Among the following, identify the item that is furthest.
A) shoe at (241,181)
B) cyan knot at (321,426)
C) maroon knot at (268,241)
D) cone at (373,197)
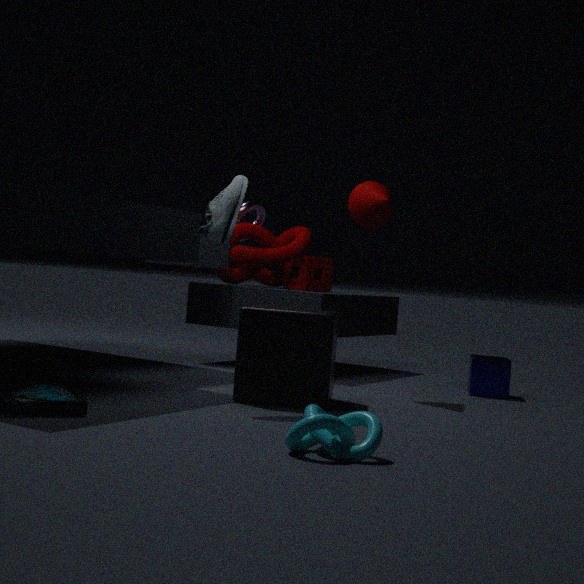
maroon knot at (268,241)
